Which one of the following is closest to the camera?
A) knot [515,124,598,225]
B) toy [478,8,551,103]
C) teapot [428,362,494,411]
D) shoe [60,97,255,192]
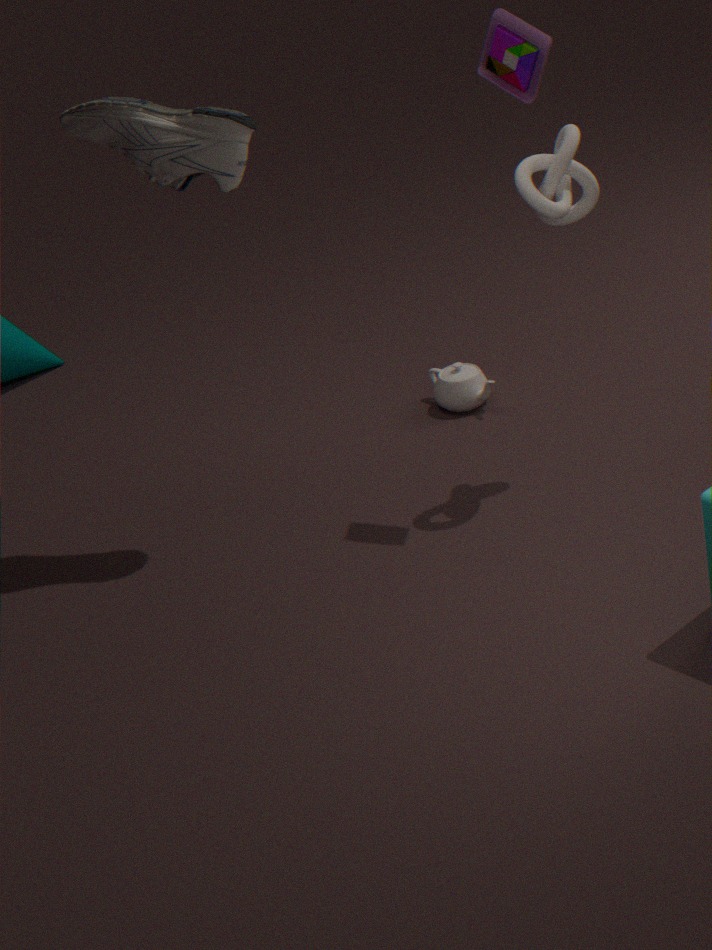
toy [478,8,551,103]
